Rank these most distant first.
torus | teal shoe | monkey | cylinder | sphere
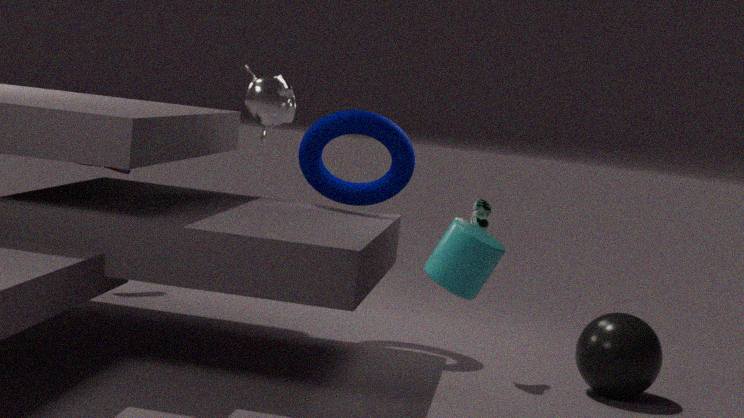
torus < teal shoe < sphere < monkey < cylinder
